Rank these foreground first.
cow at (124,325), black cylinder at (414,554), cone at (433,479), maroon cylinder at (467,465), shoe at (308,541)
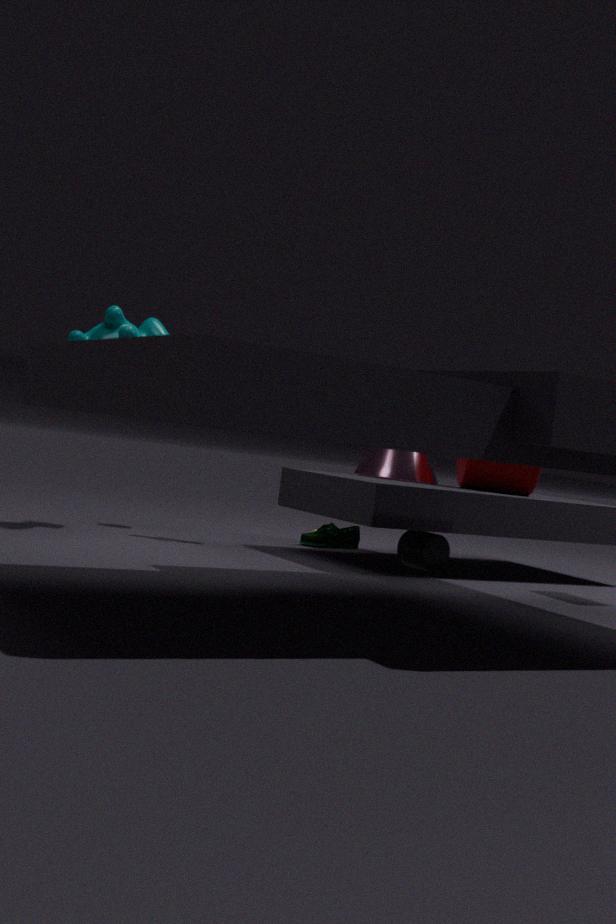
cow at (124,325) < black cylinder at (414,554) < maroon cylinder at (467,465) < cone at (433,479) < shoe at (308,541)
